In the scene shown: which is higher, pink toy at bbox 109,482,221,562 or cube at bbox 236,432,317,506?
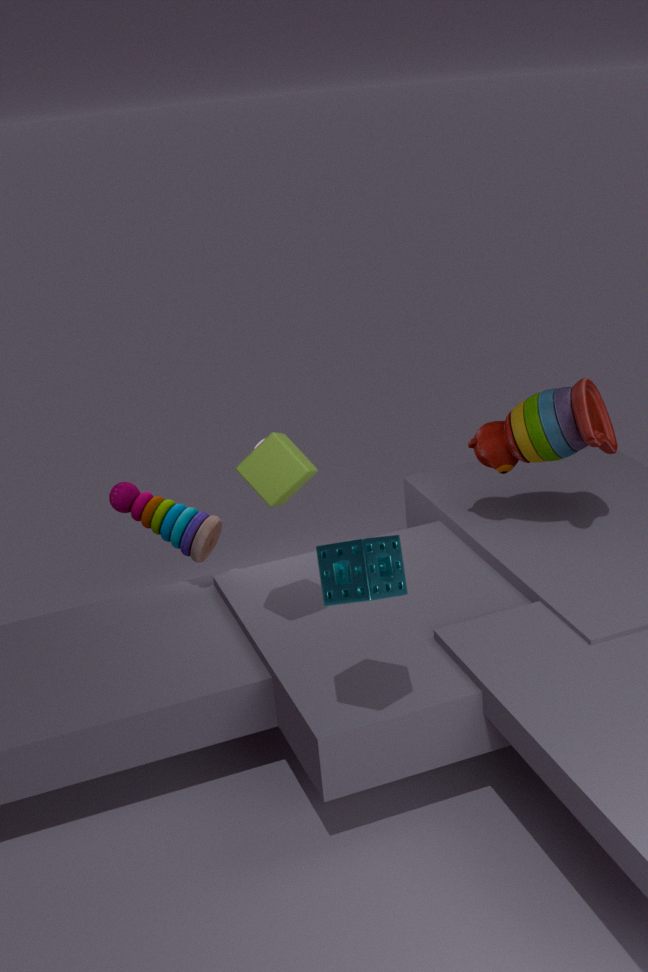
cube at bbox 236,432,317,506
